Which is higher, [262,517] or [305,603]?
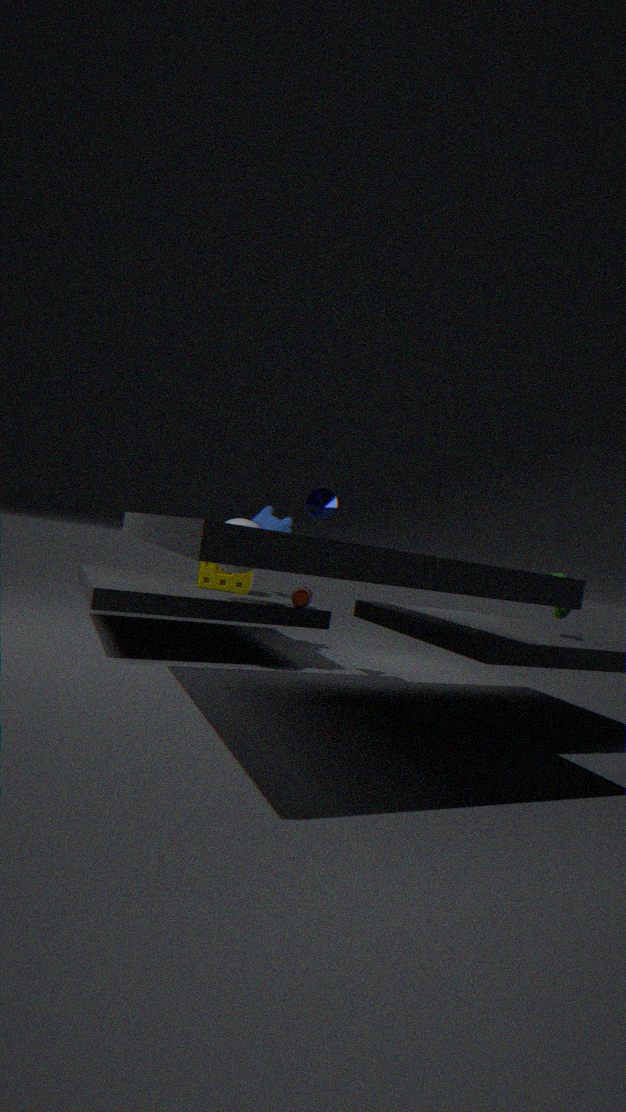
[262,517]
